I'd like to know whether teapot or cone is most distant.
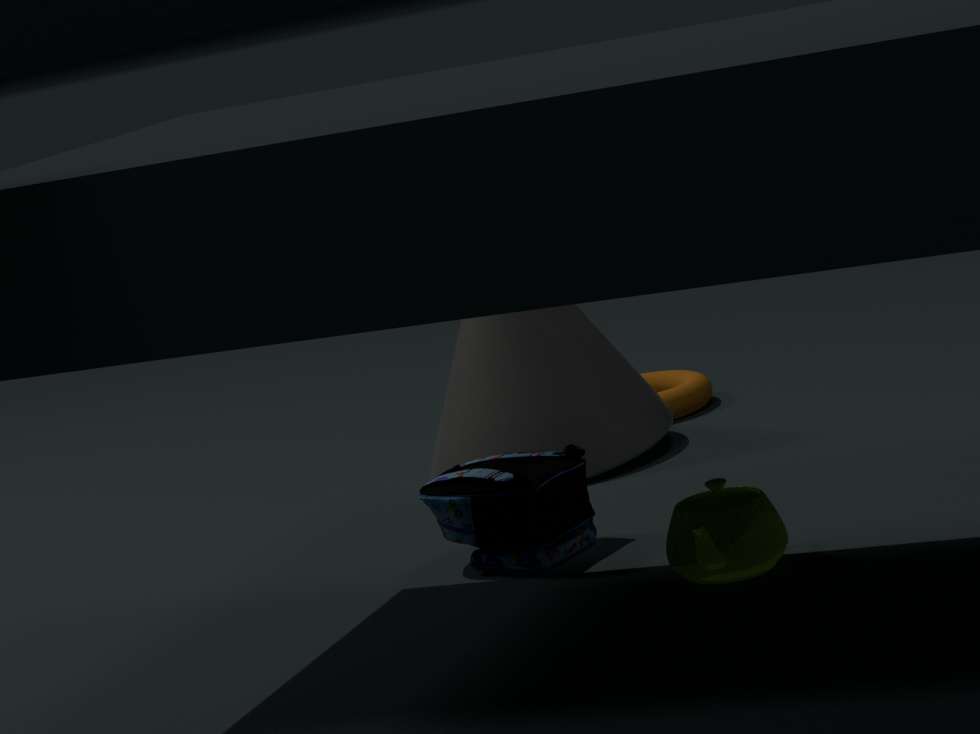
cone
